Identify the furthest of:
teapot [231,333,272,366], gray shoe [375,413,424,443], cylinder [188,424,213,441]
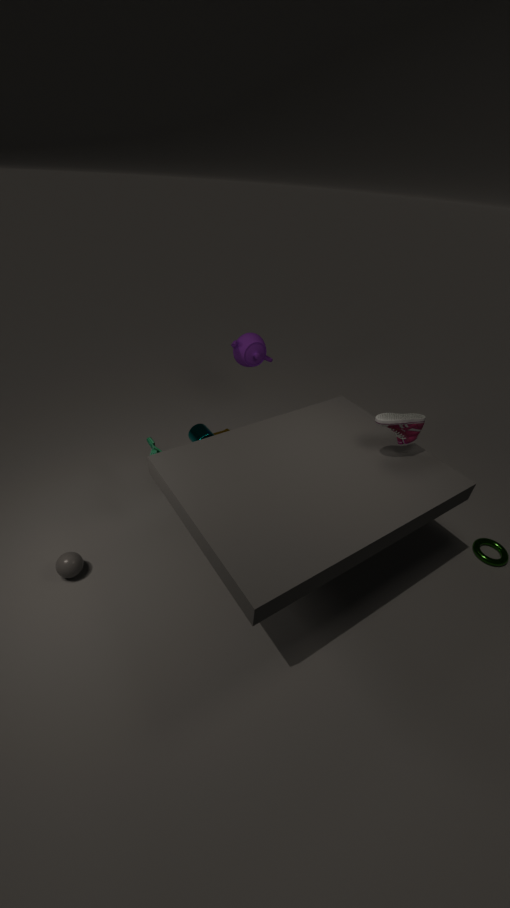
teapot [231,333,272,366]
